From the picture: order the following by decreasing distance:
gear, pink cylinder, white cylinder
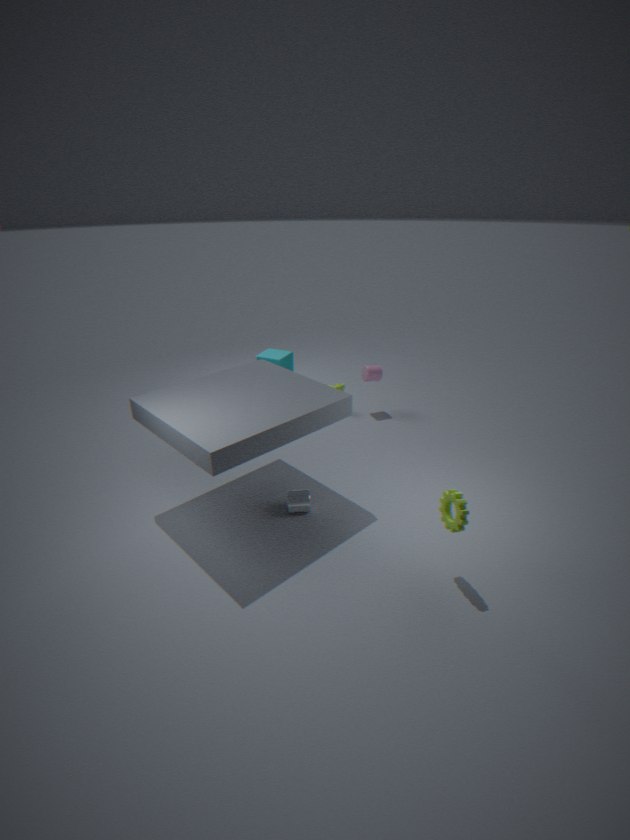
pink cylinder
white cylinder
gear
